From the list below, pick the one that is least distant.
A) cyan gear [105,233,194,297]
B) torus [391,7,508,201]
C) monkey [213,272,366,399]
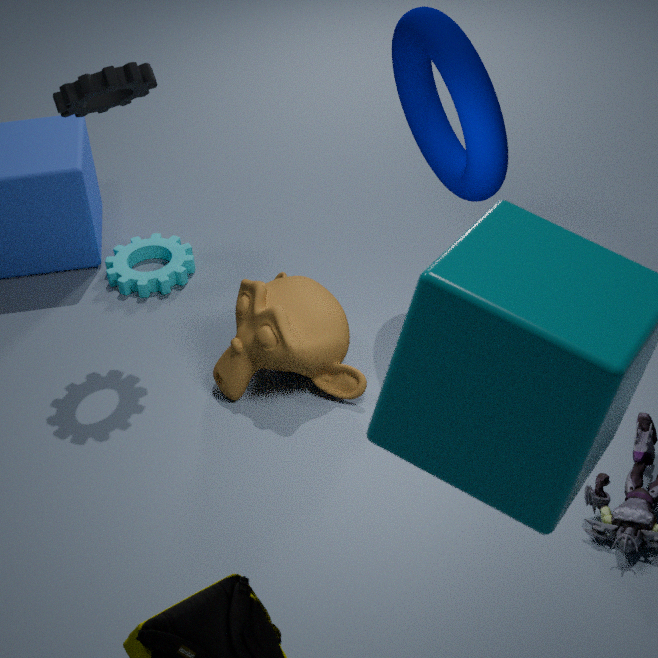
A: torus [391,7,508,201]
